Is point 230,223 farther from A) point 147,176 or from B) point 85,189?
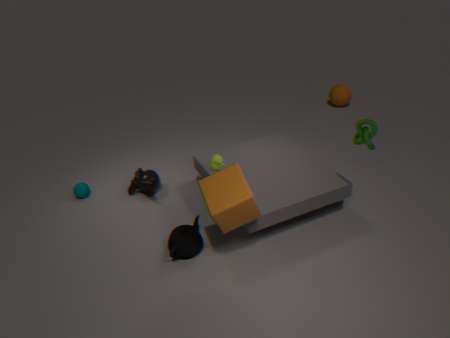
B) point 85,189
